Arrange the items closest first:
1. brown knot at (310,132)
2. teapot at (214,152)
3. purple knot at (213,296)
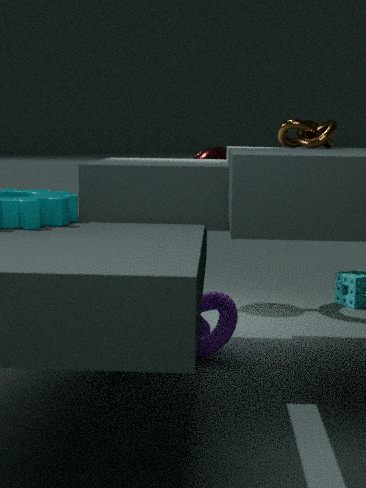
brown knot at (310,132) → purple knot at (213,296) → teapot at (214,152)
